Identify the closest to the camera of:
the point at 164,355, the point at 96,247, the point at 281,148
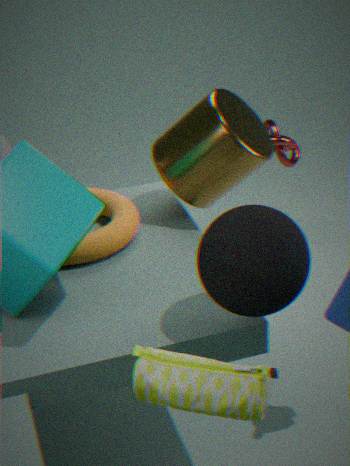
the point at 164,355
